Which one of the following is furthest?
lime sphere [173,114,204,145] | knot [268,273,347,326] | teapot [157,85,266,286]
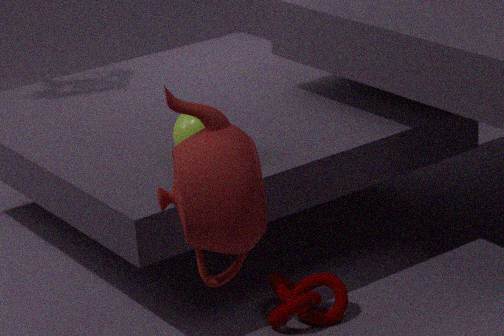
lime sphere [173,114,204,145]
